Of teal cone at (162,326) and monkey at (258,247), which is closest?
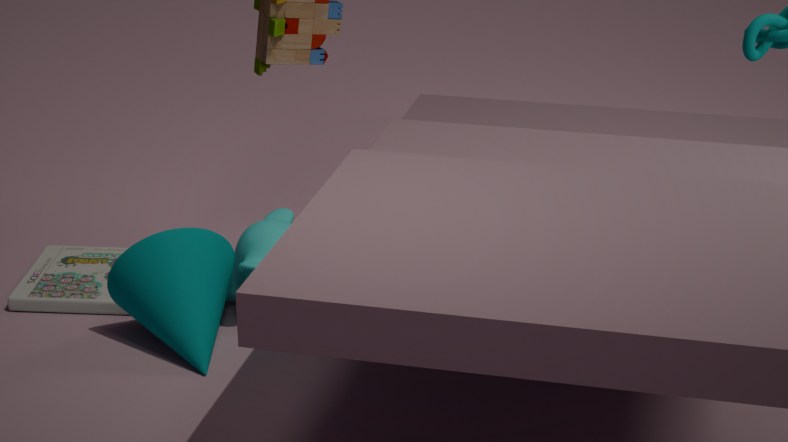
teal cone at (162,326)
